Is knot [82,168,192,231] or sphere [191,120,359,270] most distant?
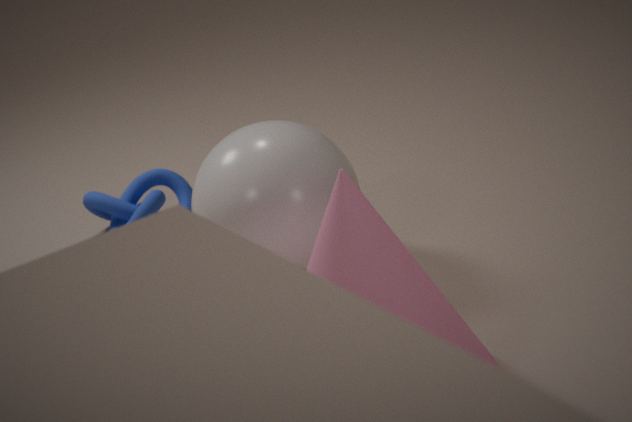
knot [82,168,192,231]
